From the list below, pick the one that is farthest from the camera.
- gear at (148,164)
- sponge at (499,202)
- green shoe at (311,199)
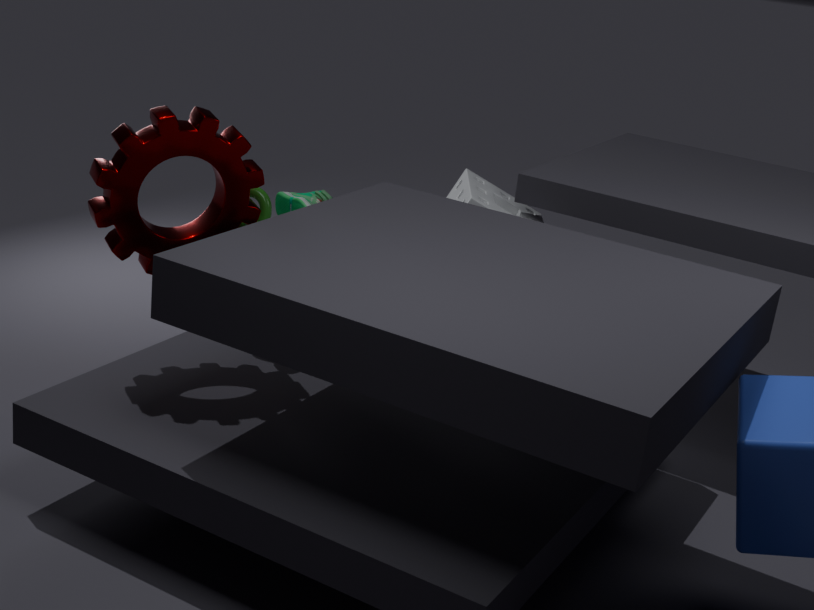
green shoe at (311,199)
